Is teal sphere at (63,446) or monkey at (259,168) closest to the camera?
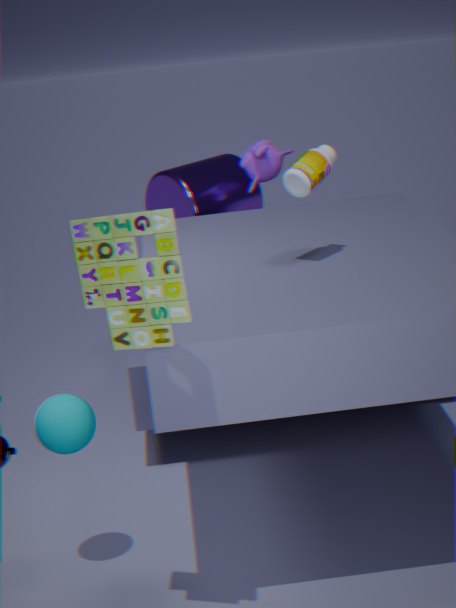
teal sphere at (63,446)
